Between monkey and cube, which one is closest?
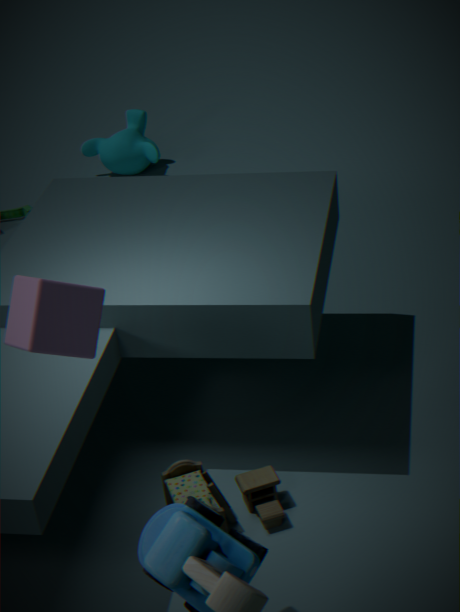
cube
